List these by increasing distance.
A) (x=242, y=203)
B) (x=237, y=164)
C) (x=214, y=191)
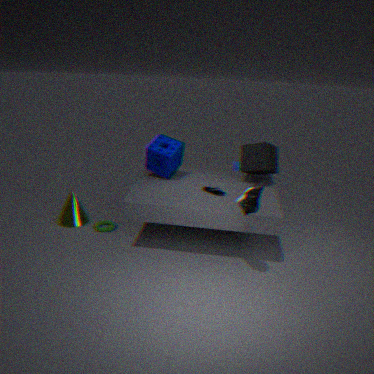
(x=242, y=203)
(x=214, y=191)
(x=237, y=164)
